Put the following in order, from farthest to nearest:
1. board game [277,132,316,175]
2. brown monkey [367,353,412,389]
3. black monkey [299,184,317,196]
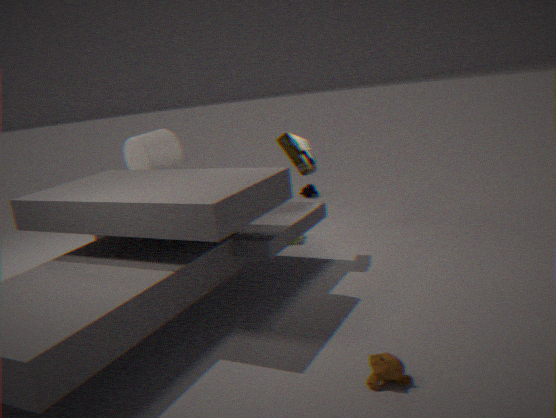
black monkey [299,184,317,196] → board game [277,132,316,175] → brown monkey [367,353,412,389]
